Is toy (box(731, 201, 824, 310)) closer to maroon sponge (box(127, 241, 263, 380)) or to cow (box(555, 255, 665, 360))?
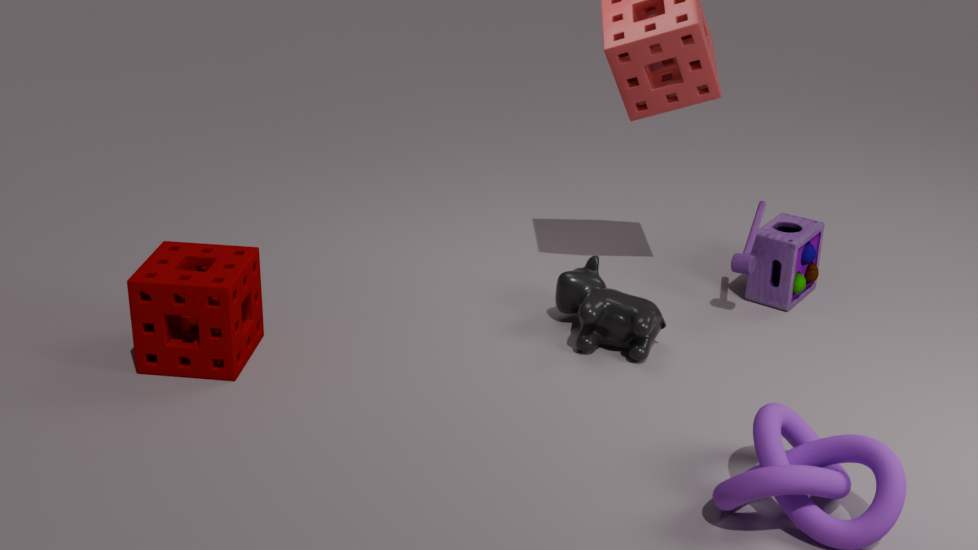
cow (box(555, 255, 665, 360))
